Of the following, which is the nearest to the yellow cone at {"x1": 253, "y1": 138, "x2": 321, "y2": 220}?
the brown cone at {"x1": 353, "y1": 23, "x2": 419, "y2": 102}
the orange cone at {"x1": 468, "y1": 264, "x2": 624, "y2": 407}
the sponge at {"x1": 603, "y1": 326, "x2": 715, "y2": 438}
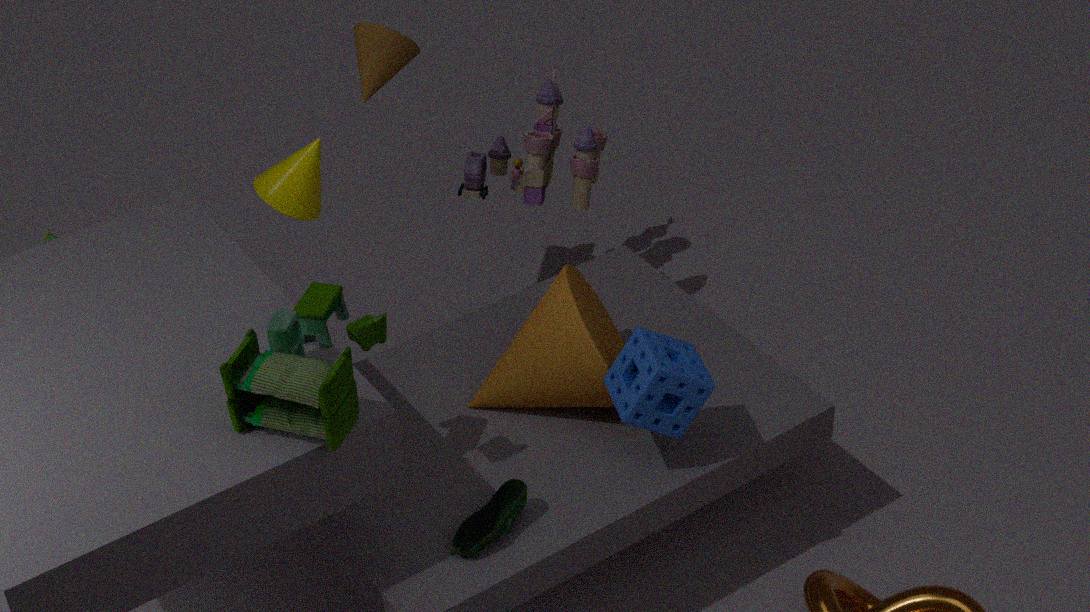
the brown cone at {"x1": 353, "y1": 23, "x2": 419, "y2": 102}
